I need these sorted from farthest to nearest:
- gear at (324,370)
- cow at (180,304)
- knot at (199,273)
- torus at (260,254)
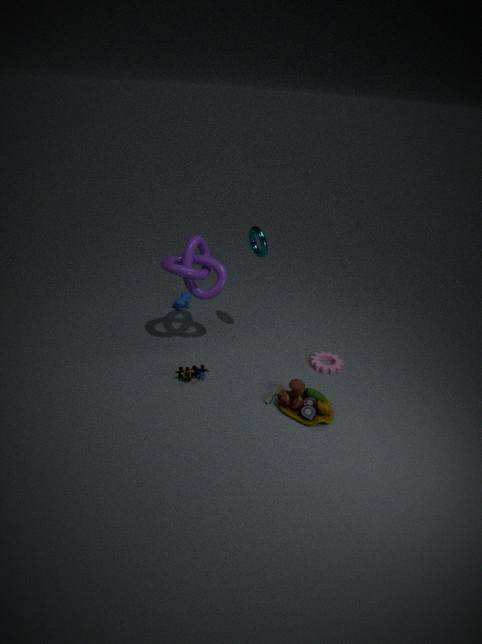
1. cow at (180,304)
2. gear at (324,370)
3. torus at (260,254)
4. knot at (199,273)
